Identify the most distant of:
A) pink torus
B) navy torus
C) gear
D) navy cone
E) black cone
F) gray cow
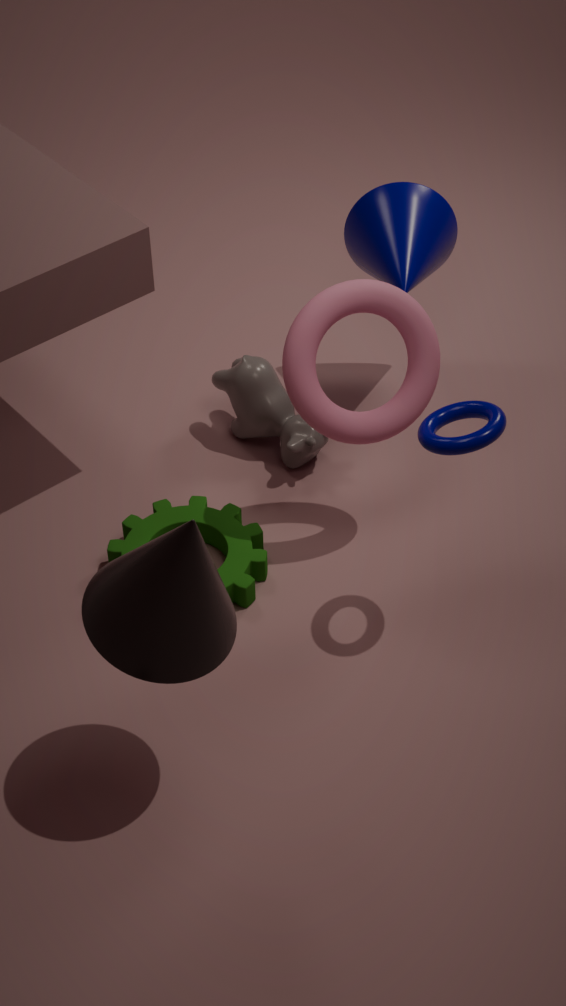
gray cow
